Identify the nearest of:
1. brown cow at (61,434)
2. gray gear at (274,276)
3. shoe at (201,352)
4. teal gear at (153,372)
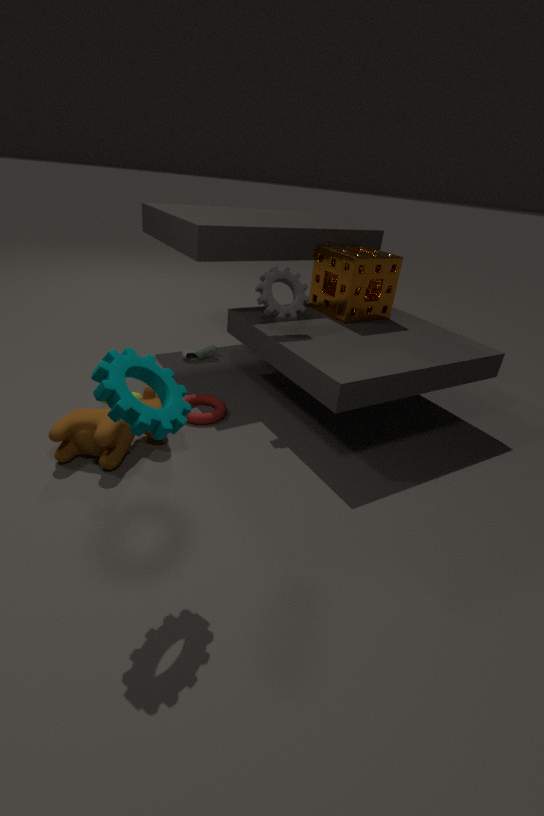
teal gear at (153,372)
